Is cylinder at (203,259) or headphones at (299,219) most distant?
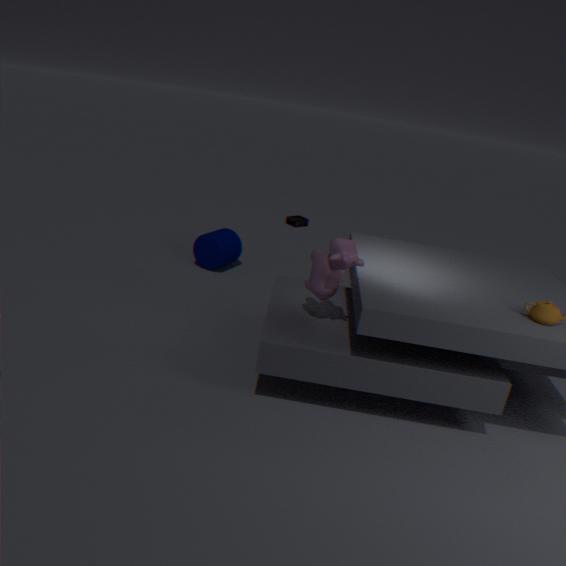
headphones at (299,219)
